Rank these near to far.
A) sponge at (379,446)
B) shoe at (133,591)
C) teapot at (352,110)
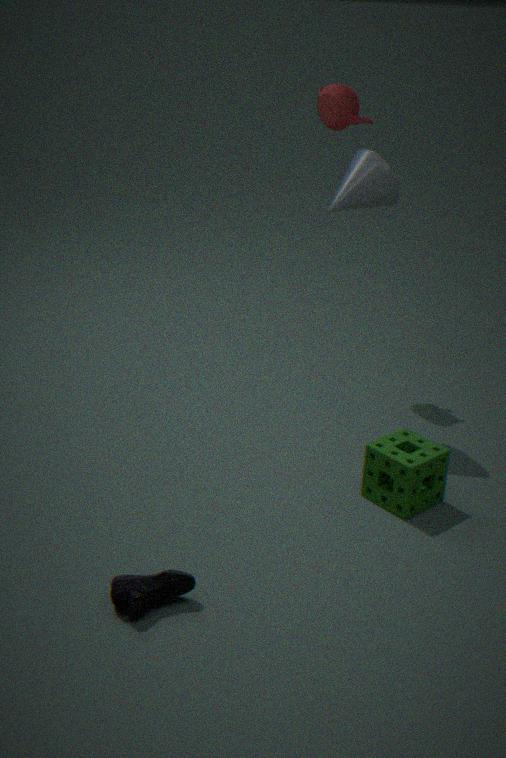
shoe at (133,591) → sponge at (379,446) → teapot at (352,110)
